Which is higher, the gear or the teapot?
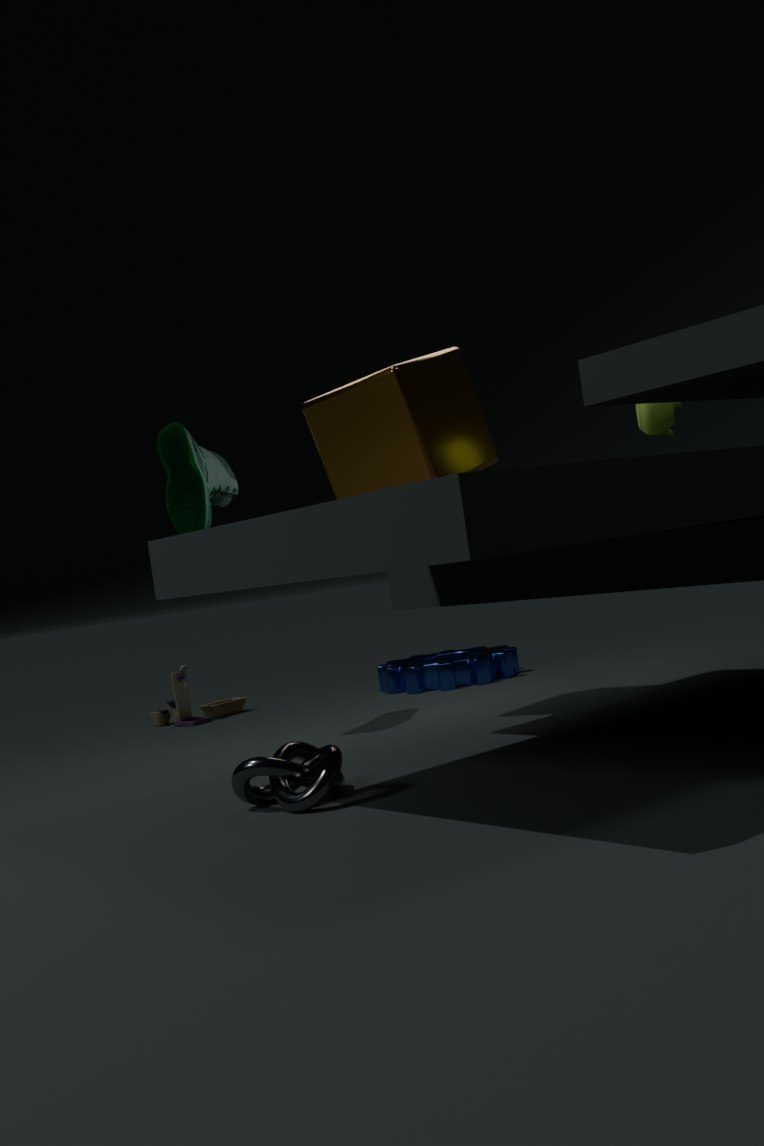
the teapot
